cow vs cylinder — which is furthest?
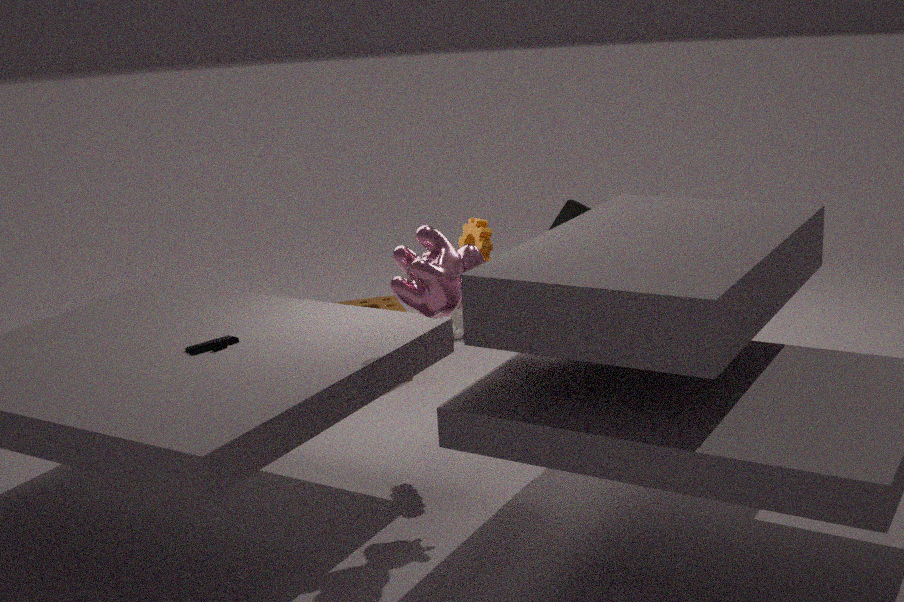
cylinder
